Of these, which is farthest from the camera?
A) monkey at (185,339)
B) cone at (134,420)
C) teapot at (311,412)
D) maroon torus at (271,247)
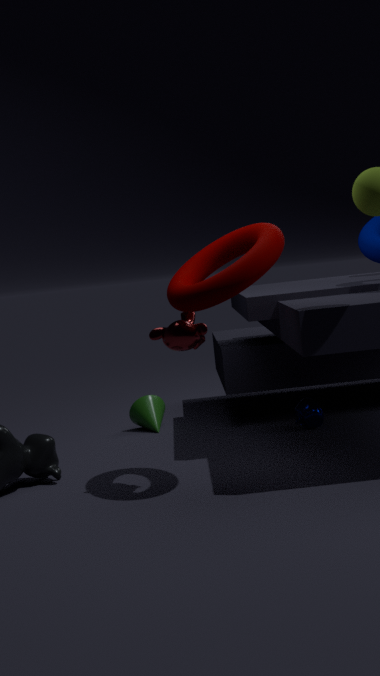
B. cone at (134,420)
